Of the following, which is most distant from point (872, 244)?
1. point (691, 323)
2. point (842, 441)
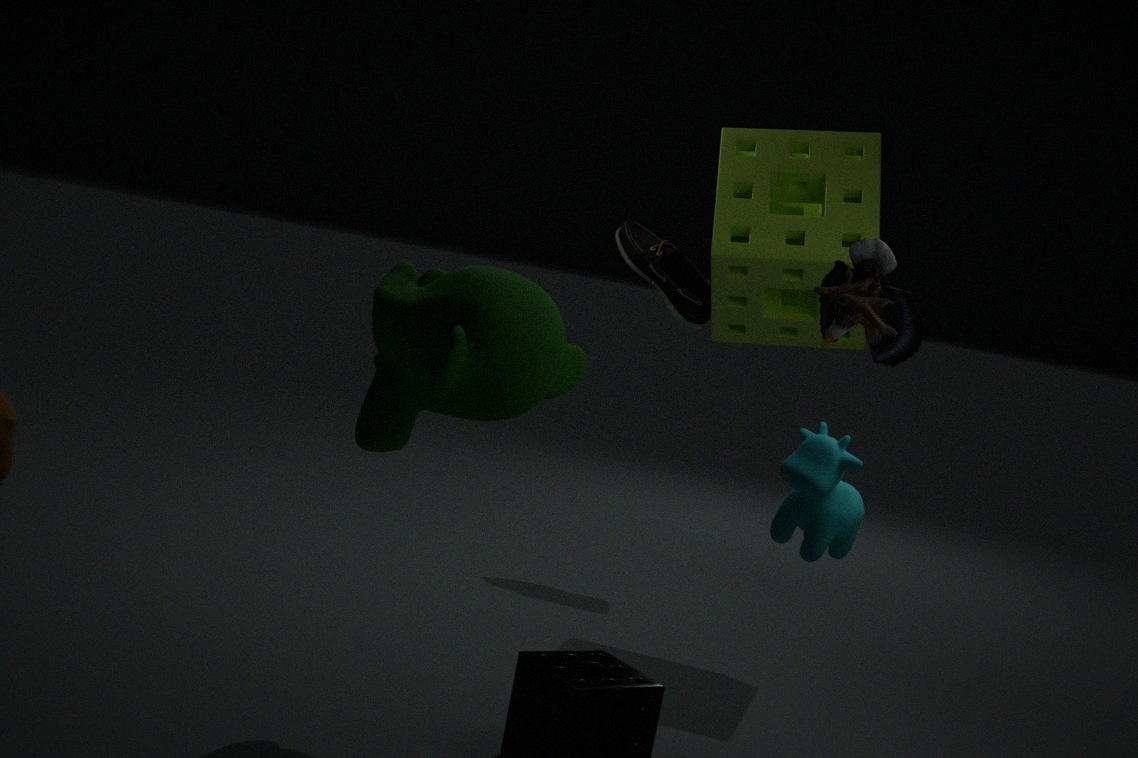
point (691, 323)
